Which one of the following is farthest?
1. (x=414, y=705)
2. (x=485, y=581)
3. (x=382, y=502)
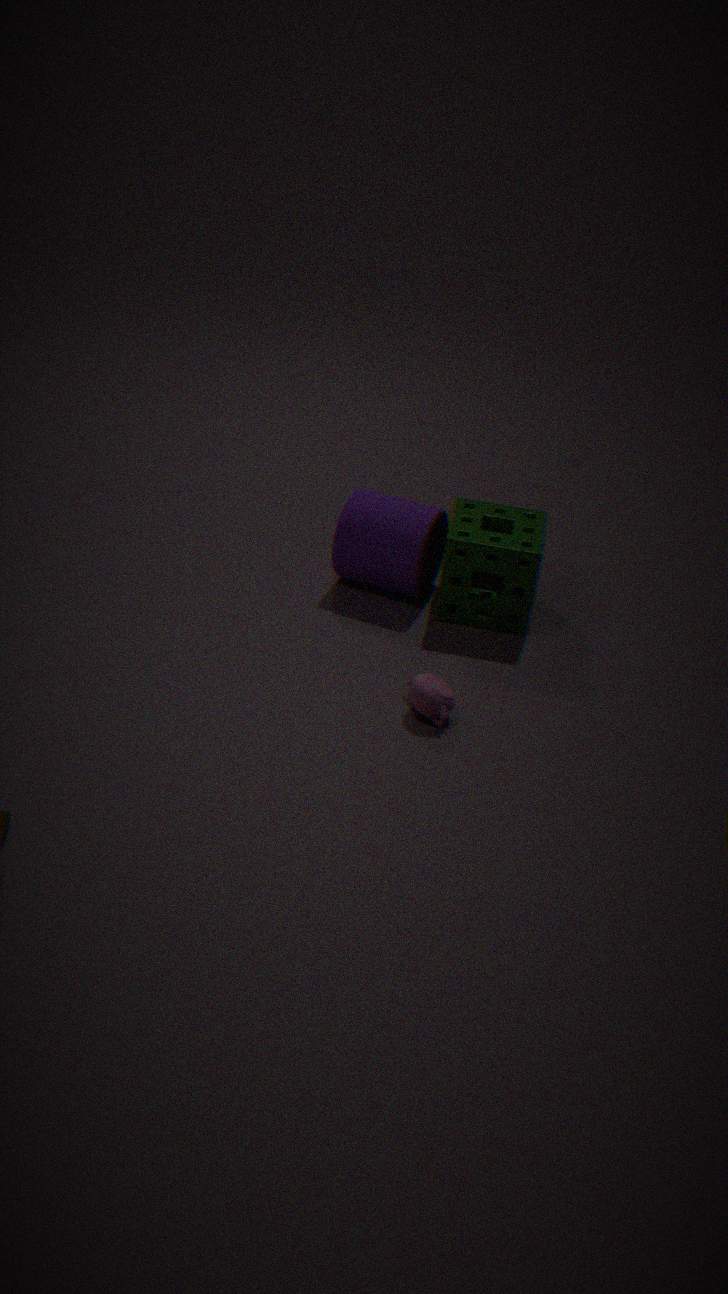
(x=485, y=581)
